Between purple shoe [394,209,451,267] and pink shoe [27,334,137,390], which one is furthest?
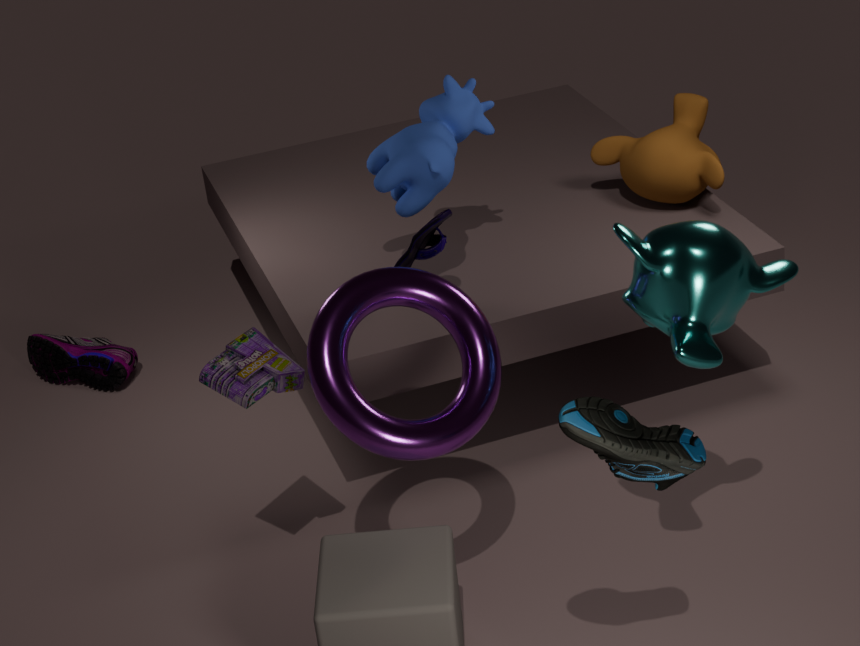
pink shoe [27,334,137,390]
